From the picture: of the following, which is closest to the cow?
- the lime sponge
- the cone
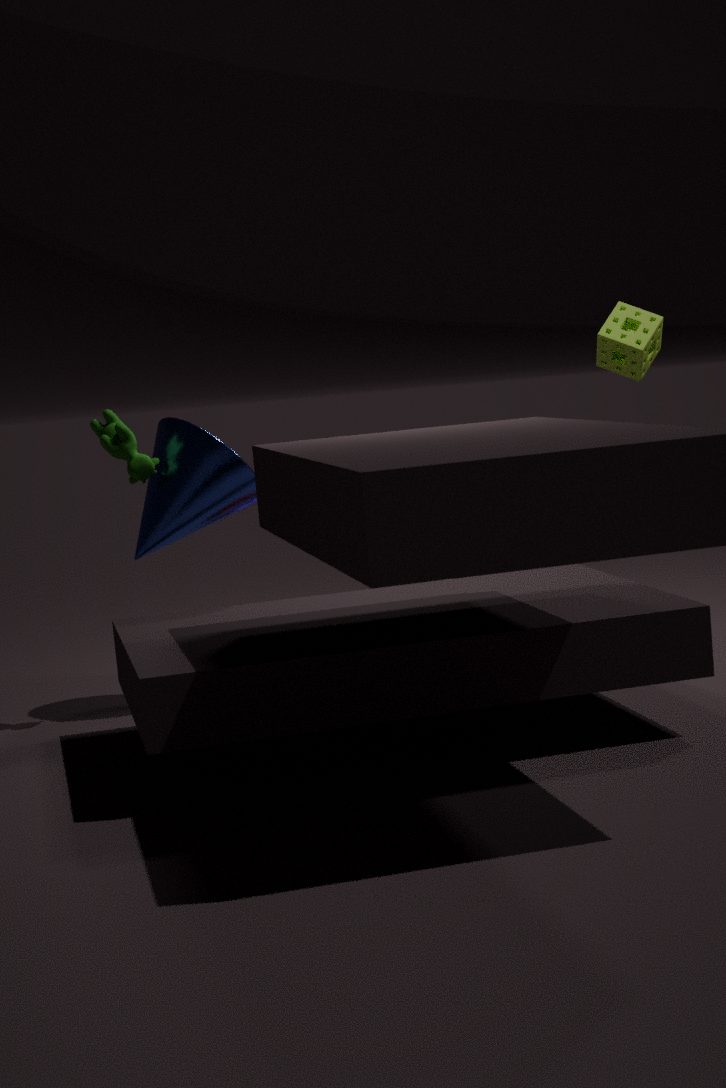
the cone
